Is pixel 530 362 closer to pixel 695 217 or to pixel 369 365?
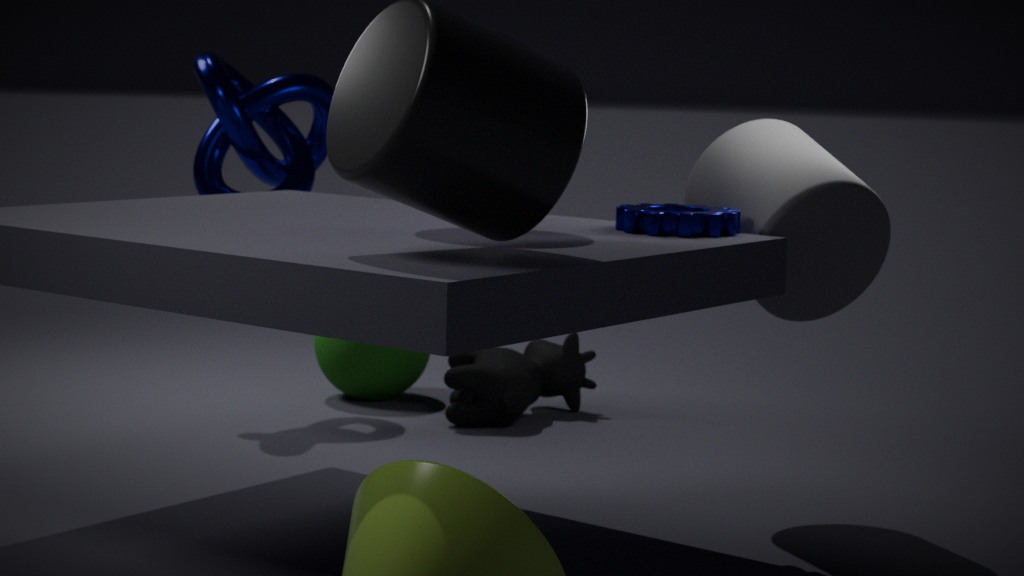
pixel 369 365
